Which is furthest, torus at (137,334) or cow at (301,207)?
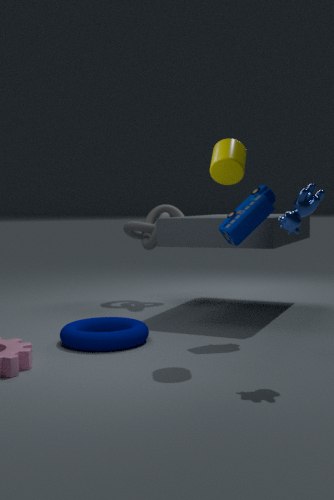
torus at (137,334)
